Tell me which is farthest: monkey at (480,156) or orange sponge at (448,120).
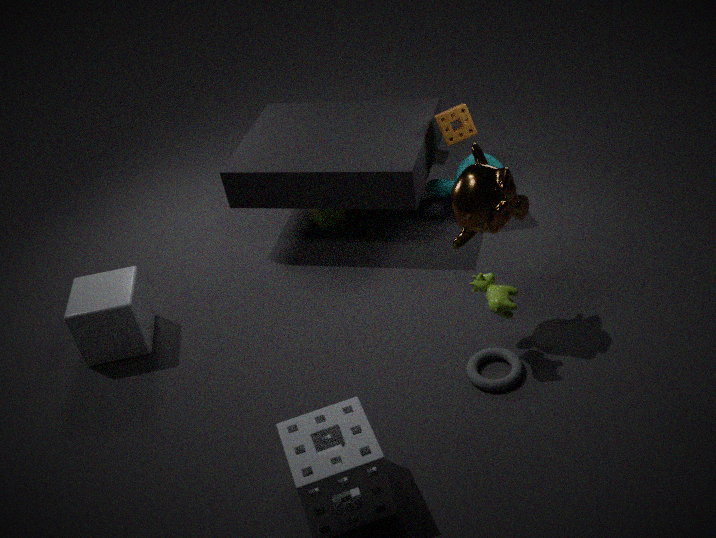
orange sponge at (448,120)
